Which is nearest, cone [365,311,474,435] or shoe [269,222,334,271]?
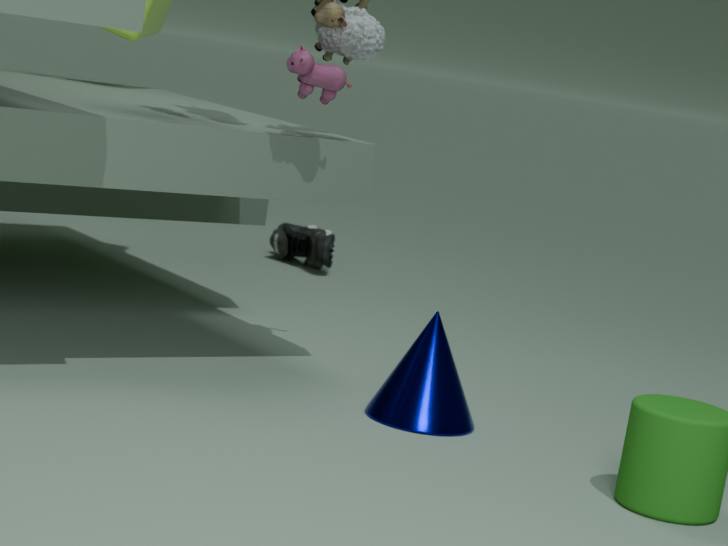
cone [365,311,474,435]
